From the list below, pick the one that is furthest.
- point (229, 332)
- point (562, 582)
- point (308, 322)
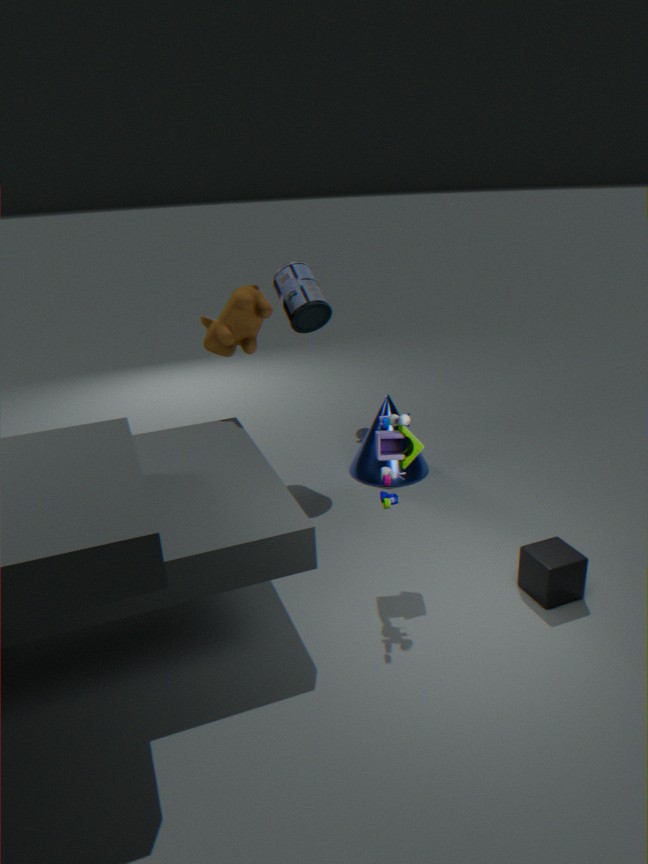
point (308, 322)
